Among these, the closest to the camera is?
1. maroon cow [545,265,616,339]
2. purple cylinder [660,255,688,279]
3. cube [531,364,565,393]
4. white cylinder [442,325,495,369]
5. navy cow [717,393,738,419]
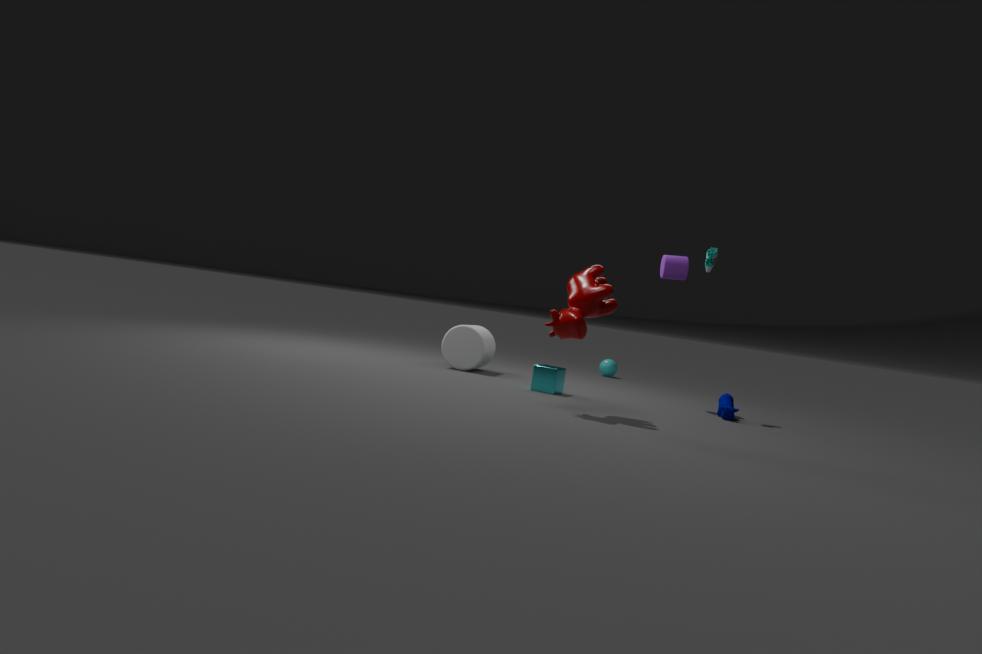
maroon cow [545,265,616,339]
